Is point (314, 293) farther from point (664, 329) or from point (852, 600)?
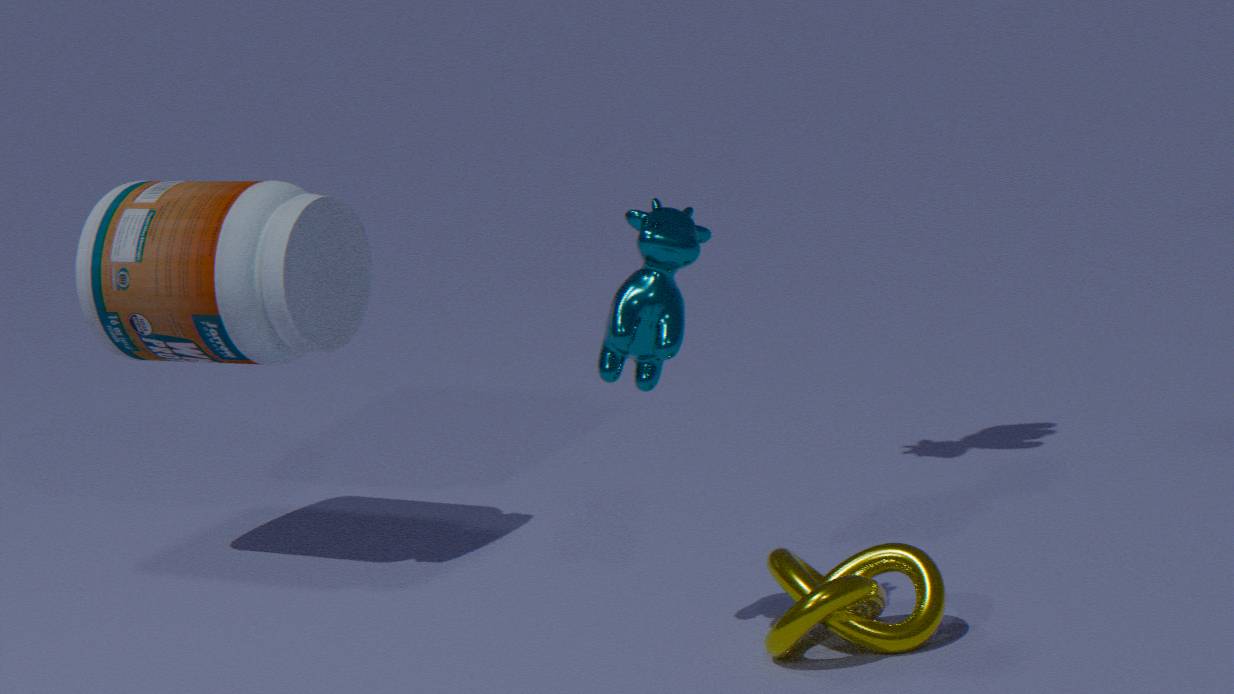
point (852, 600)
